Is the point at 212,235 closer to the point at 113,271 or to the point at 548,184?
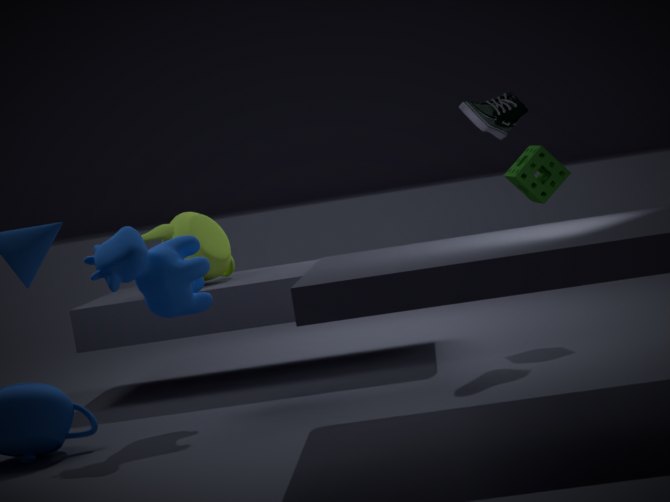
the point at 113,271
